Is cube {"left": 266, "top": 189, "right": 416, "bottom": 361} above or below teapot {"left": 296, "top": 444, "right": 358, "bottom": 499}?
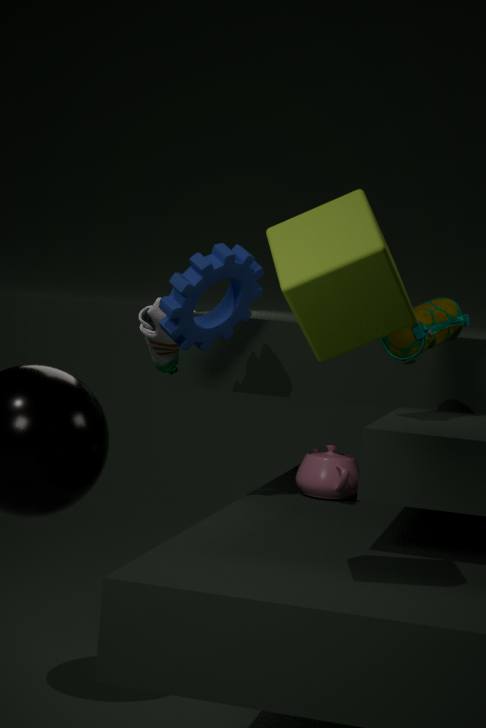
above
